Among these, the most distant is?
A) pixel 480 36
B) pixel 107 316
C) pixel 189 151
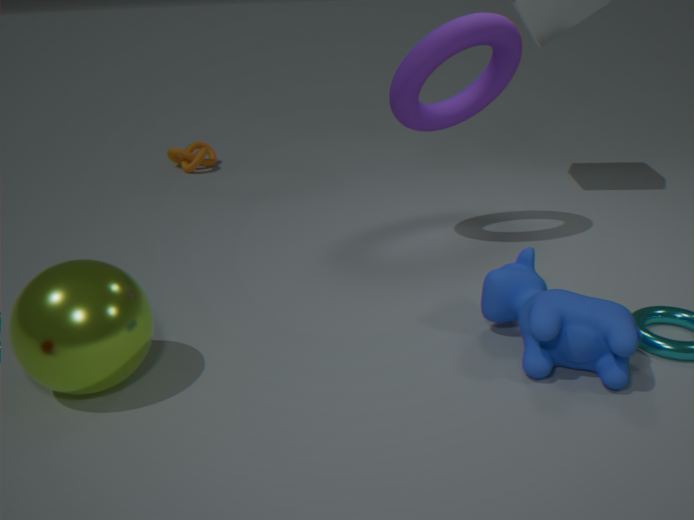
pixel 189 151
